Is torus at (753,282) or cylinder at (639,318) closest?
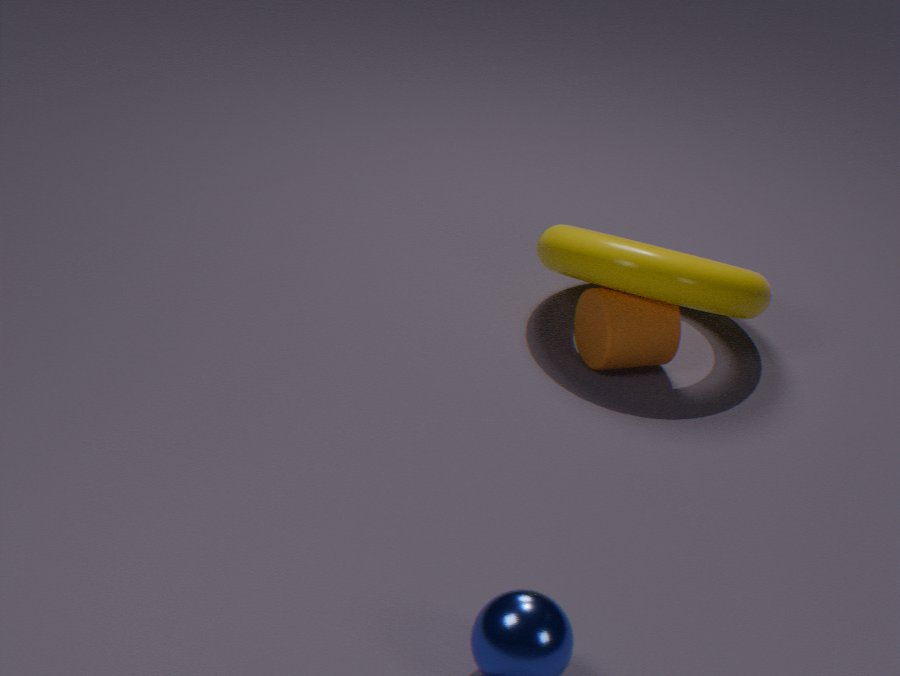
torus at (753,282)
